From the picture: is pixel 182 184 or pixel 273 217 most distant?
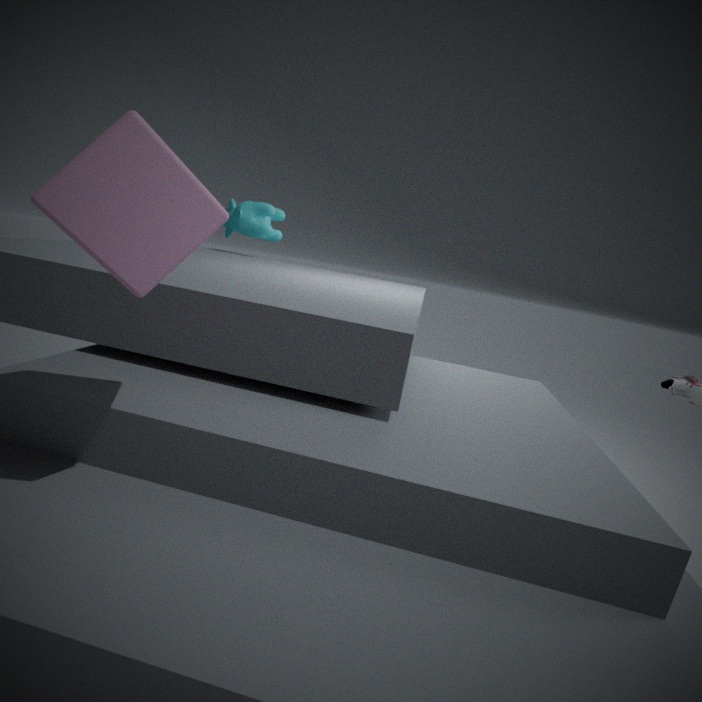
pixel 273 217
